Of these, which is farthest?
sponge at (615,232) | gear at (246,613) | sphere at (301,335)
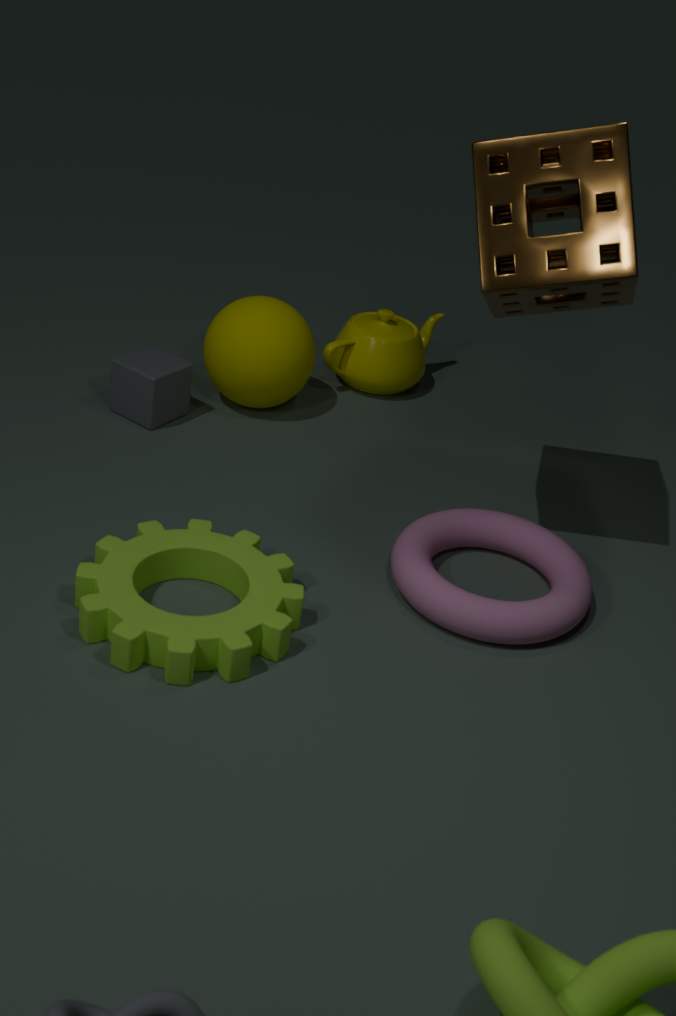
sphere at (301,335)
